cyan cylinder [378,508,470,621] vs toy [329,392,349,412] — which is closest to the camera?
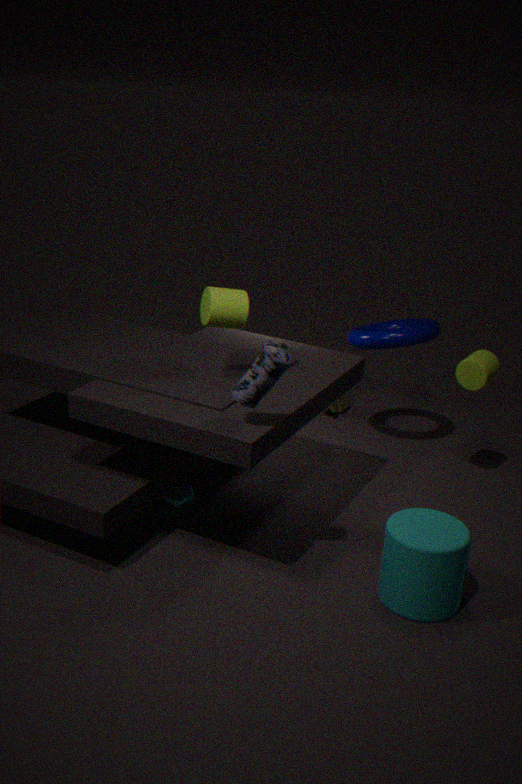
cyan cylinder [378,508,470,621]
